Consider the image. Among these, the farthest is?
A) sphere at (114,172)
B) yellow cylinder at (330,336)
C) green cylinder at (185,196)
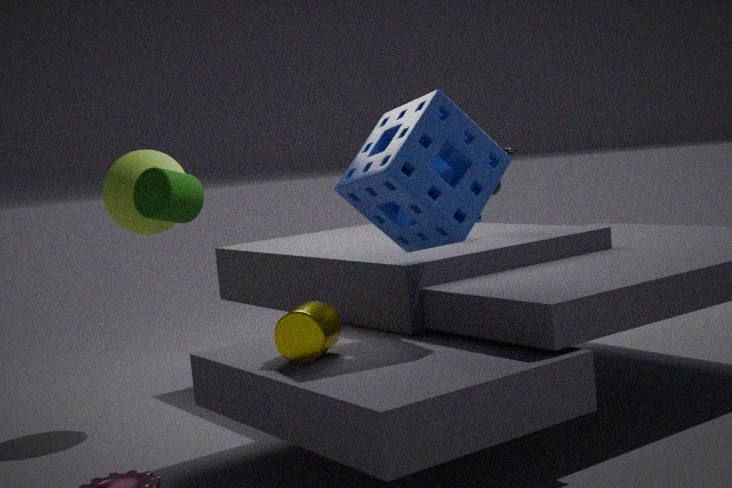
sphere at (114,172)
